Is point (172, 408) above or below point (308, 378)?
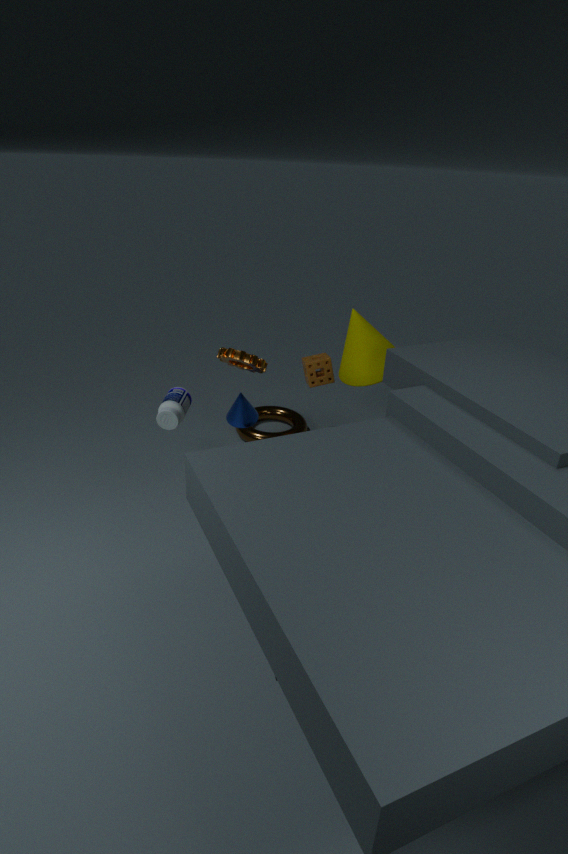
above
